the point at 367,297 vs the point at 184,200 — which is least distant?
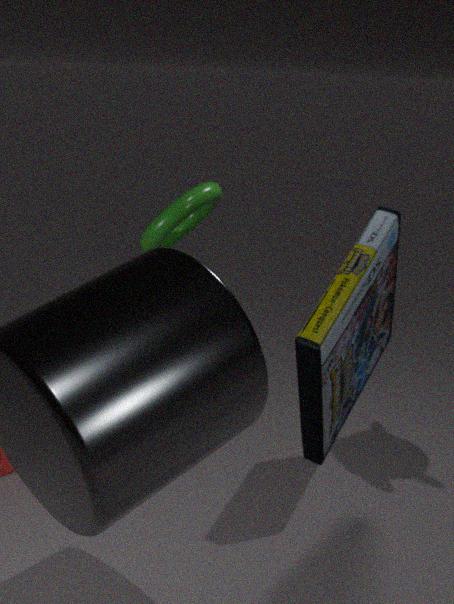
the point at 367,297
